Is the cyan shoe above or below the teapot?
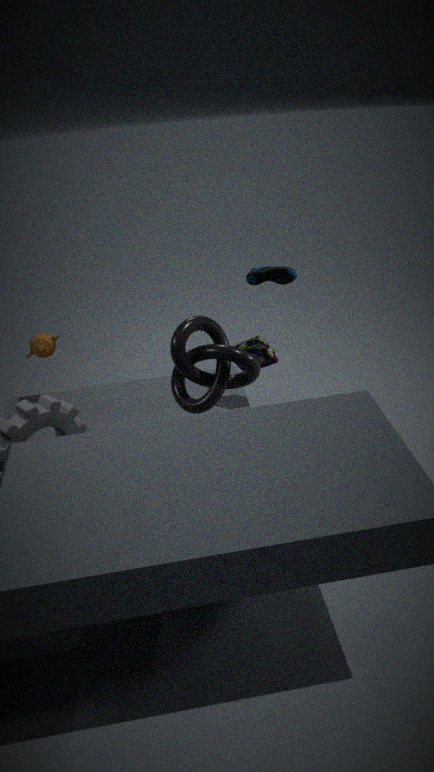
above
